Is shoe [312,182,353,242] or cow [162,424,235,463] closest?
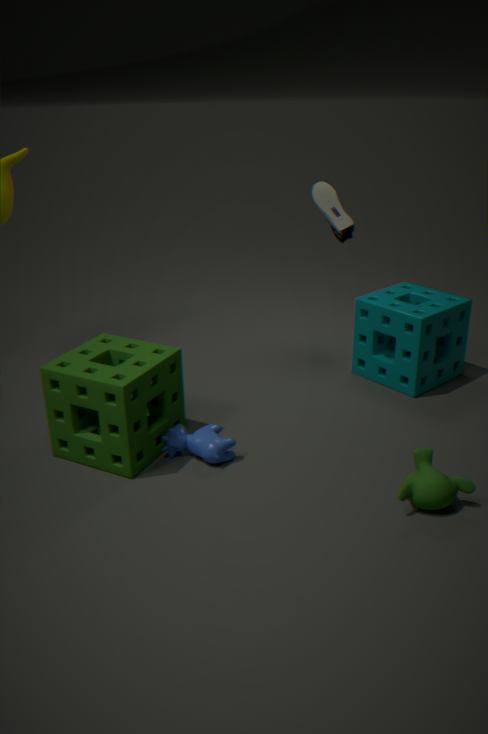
cow [162,424,235,463]
